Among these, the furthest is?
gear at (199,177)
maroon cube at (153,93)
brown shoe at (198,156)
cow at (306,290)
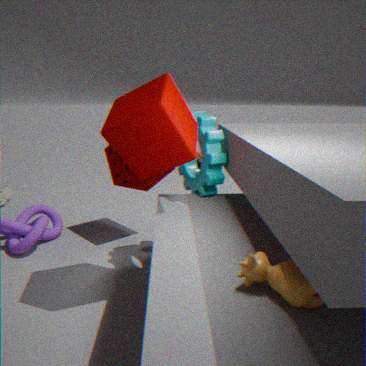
brown shoe at (198,156)
